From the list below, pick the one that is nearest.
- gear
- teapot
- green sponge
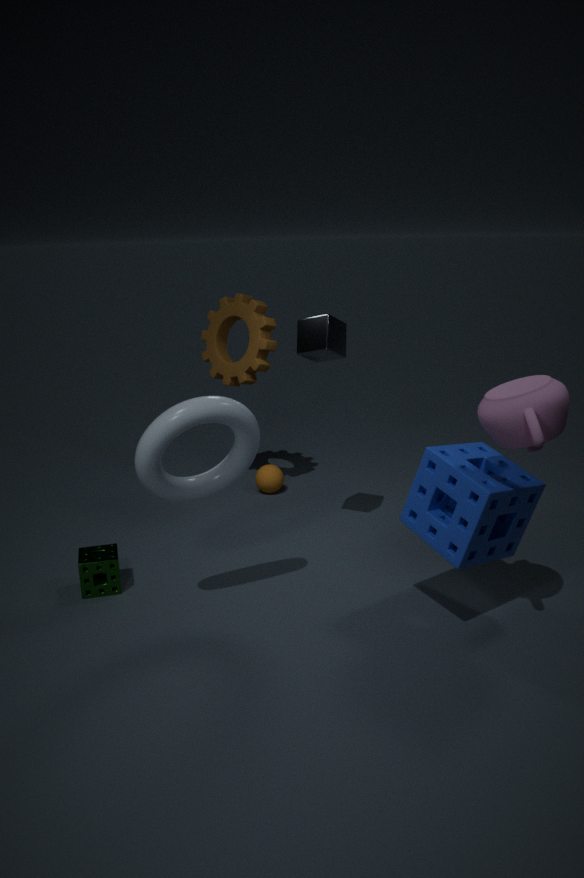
teapot
